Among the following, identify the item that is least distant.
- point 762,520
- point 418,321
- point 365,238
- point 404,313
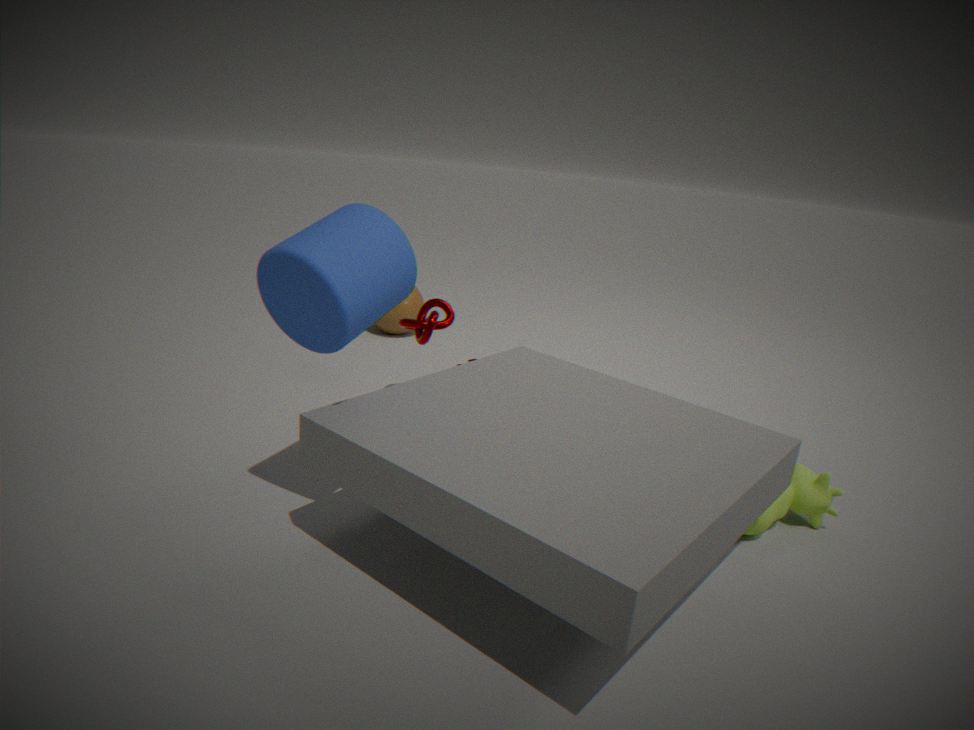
point 365,238
